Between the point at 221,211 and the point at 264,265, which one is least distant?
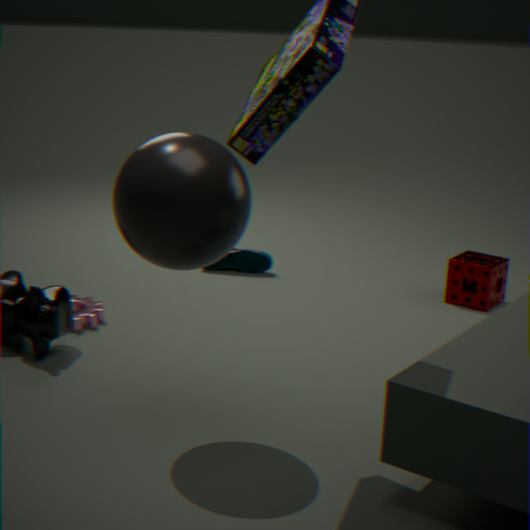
the point at 221,211
